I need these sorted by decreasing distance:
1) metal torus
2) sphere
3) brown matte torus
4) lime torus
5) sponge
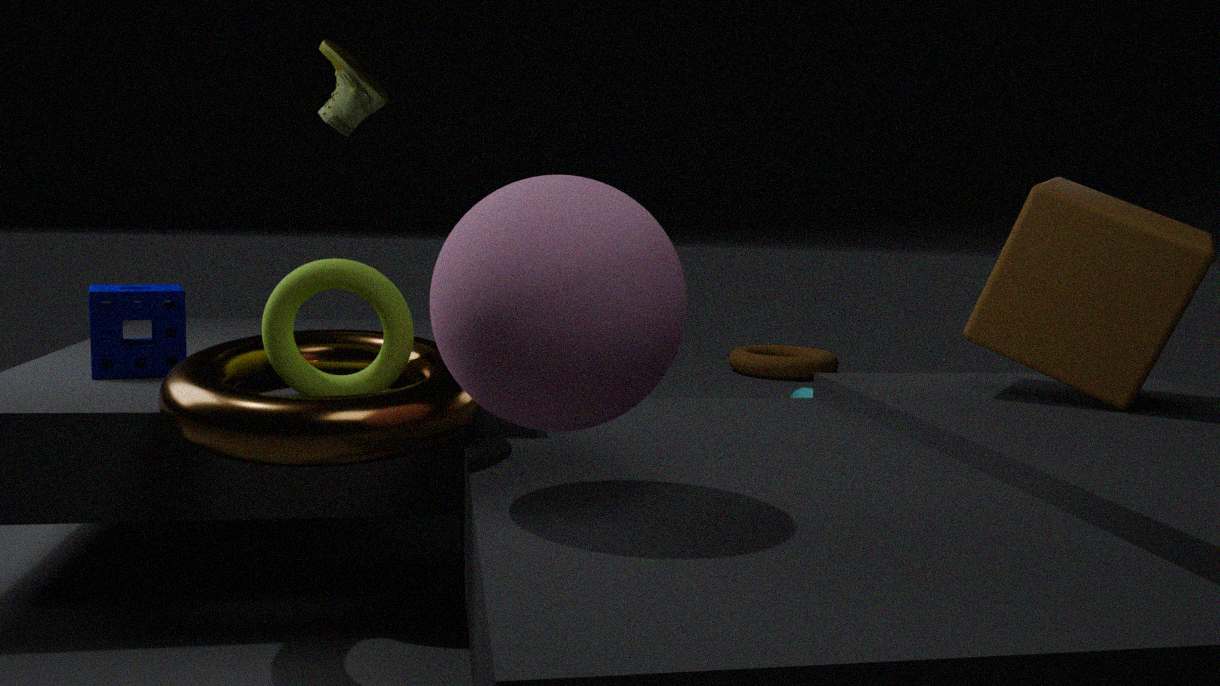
3. brown matte torus, 5. sponge, 4. lime torus, 1. metal torus, 2. sphere
